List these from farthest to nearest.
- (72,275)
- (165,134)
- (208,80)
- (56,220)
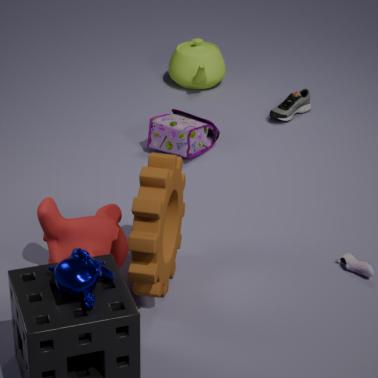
(208,80) → (165,134) → (56,220) → (72,275)
